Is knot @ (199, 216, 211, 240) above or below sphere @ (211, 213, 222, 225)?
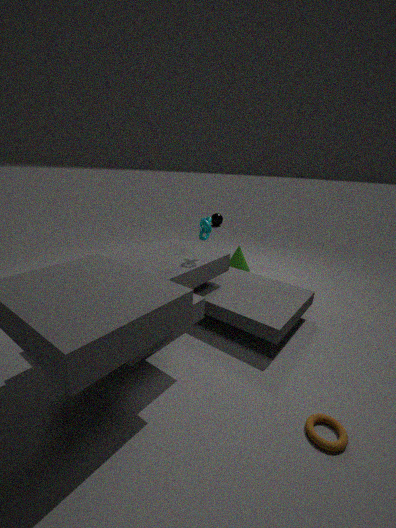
above
